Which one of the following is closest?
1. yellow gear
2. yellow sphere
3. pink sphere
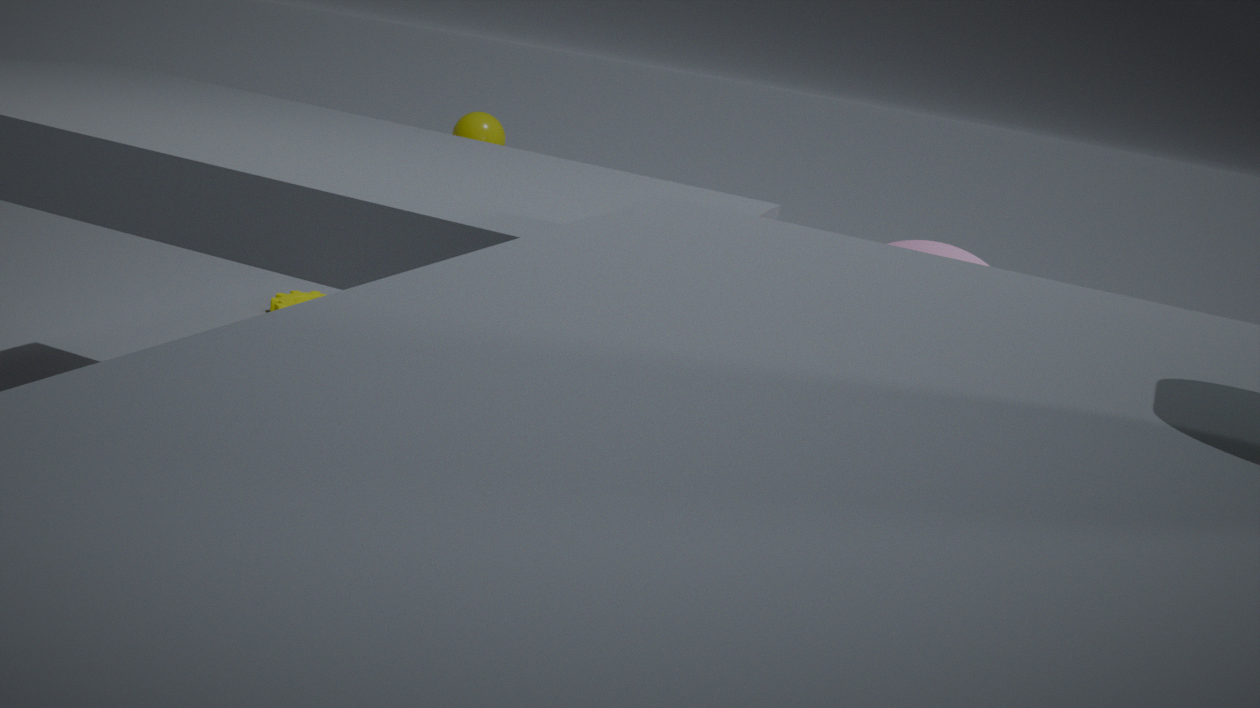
pink sphere
